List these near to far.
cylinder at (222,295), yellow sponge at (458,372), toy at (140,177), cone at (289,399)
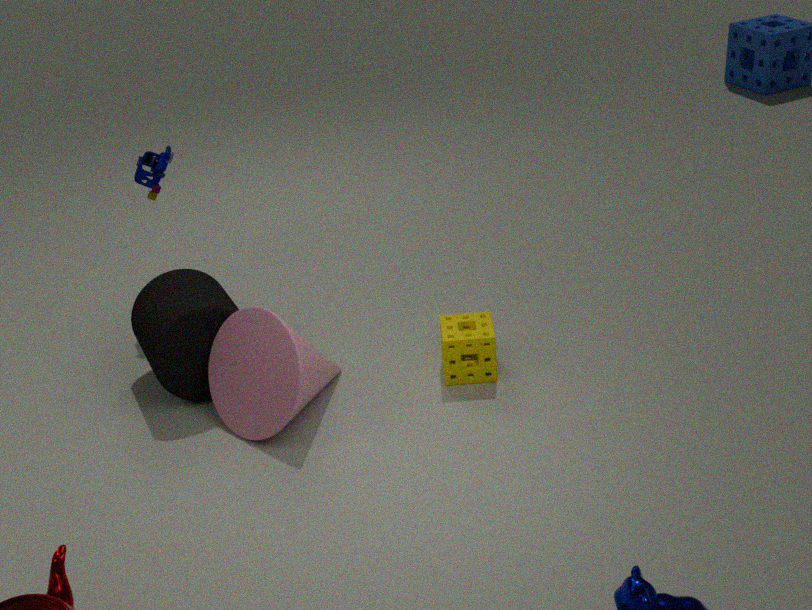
cone at (289,399) → cylinder at (222,295) → yellow sponge at (458,372) → toy at (140,177)
